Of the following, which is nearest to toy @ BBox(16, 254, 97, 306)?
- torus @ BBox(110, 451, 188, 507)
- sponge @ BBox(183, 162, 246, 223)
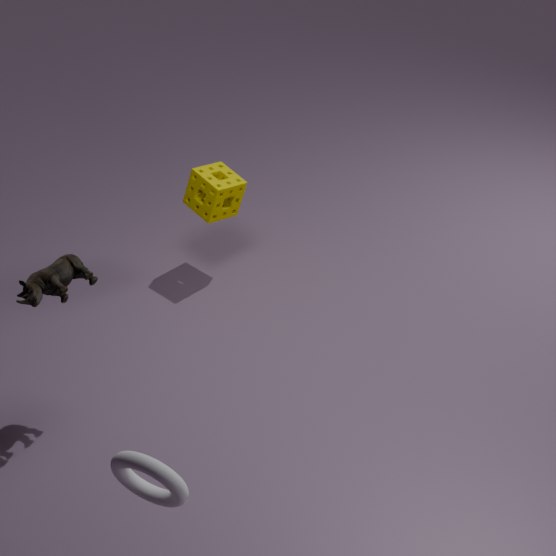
torus @ BBox(110, 451, 188, 507)
